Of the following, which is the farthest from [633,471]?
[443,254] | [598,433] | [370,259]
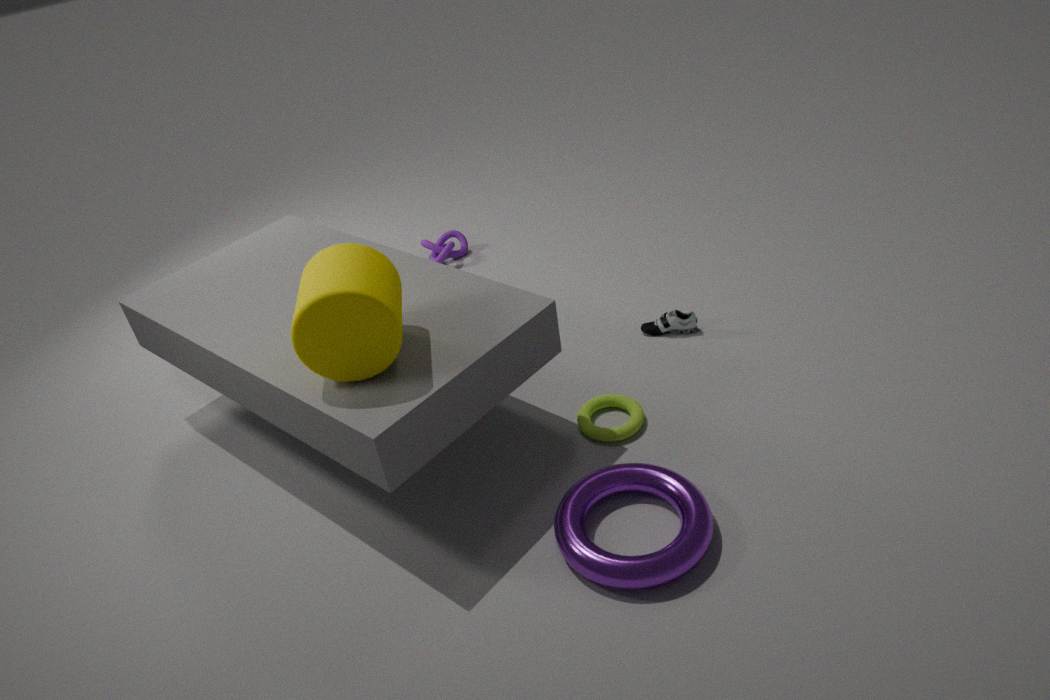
[443,254]
